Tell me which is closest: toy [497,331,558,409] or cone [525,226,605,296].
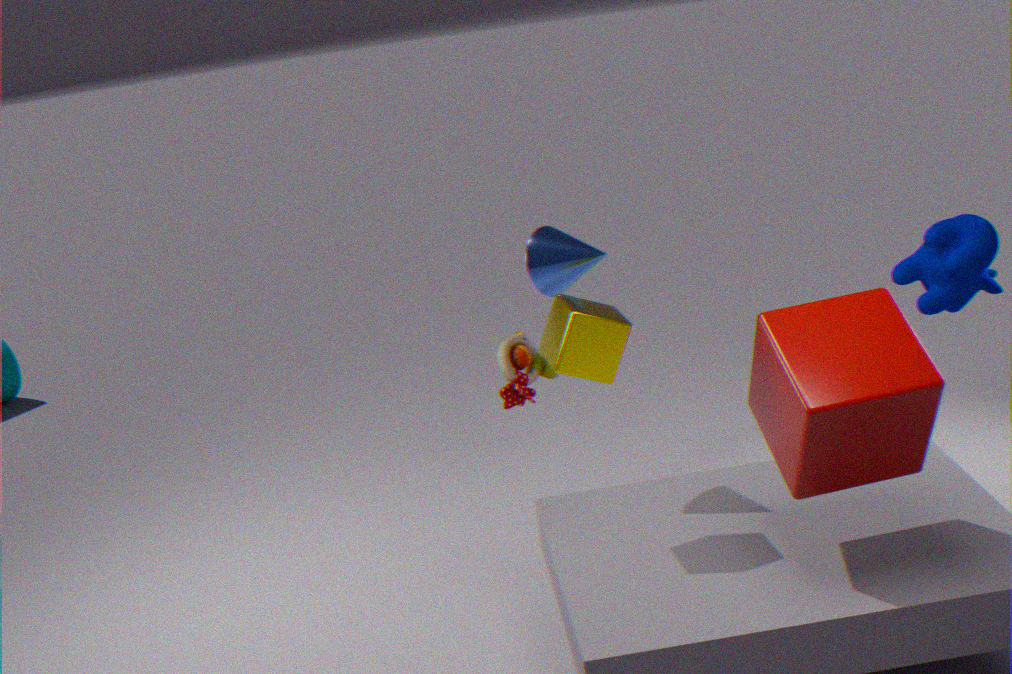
cone [525,226,605,296]
